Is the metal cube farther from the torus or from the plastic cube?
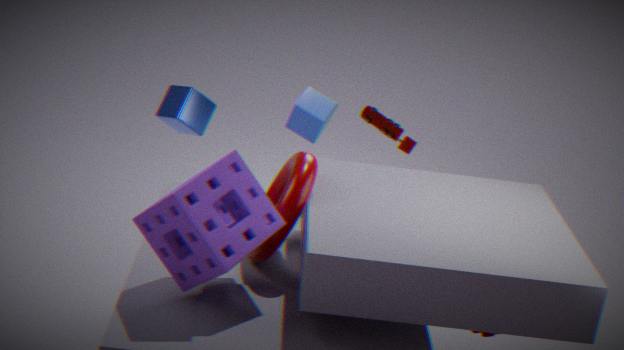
the torus
